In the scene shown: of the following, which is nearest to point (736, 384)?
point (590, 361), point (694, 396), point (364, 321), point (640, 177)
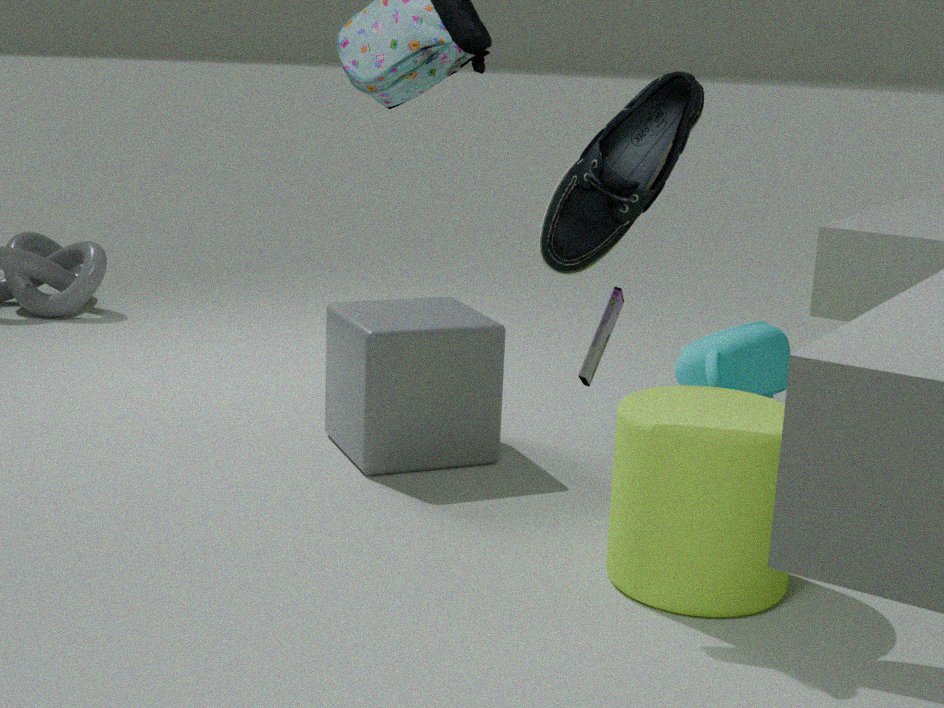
point (590, 361)
